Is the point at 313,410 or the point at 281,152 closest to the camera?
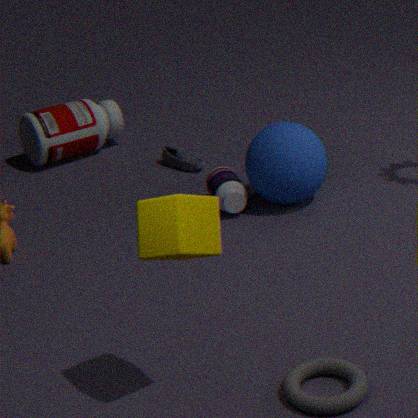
the point at 313,410
